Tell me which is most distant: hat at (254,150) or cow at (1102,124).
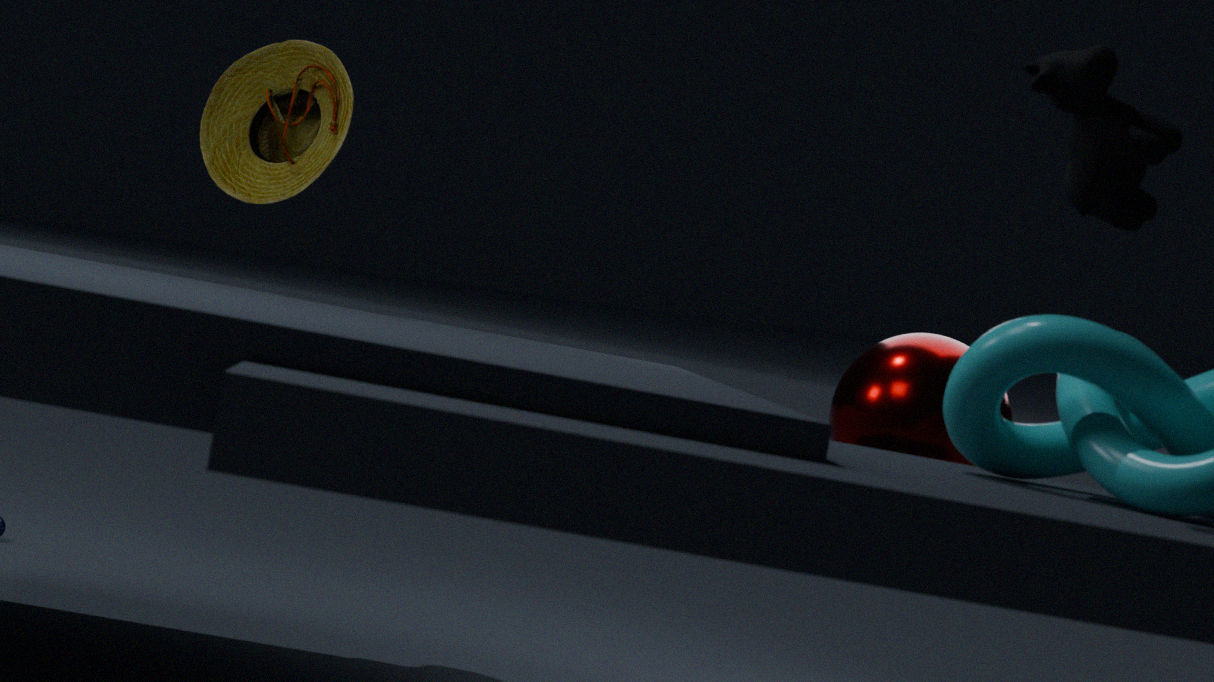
hat at (254,150)
